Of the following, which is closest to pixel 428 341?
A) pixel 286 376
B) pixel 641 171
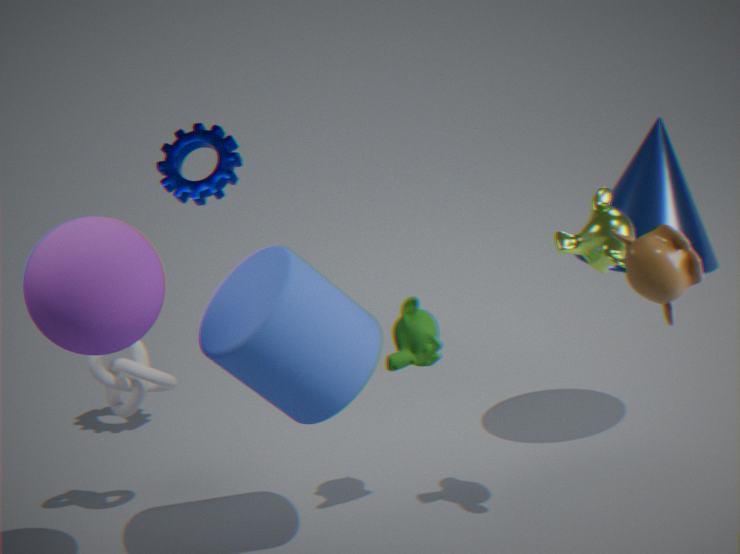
pixel 286 376
